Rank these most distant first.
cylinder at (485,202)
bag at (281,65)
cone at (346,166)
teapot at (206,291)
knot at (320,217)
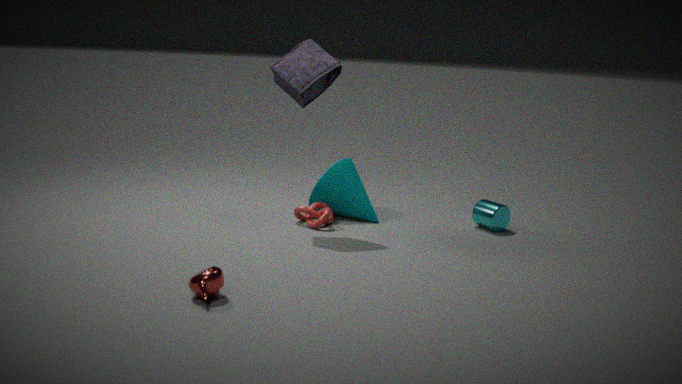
1. cone at (346,166)
2. cylinder at (485,202)
3. knot at (320,217)
4. bag at (281,65)
5. teapot at (206,291)
